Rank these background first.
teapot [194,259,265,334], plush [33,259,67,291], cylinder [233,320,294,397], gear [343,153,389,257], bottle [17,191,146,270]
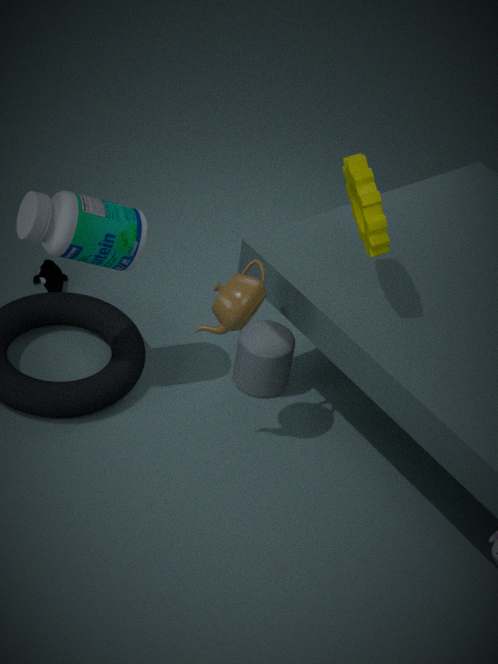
plush [33,259,67,291] < cylinder [233,320,294,397] < bottle [17,191,146,270] < teapot [194,259,265,334] < gear [343,153,389,257]
